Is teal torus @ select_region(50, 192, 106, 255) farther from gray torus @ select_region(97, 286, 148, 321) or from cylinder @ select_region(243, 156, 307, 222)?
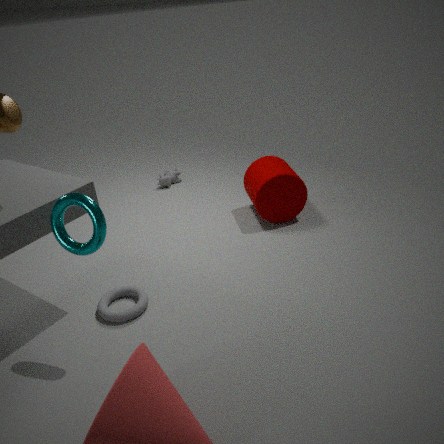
cylinder @ select_region(243, 156, 307, 222)
